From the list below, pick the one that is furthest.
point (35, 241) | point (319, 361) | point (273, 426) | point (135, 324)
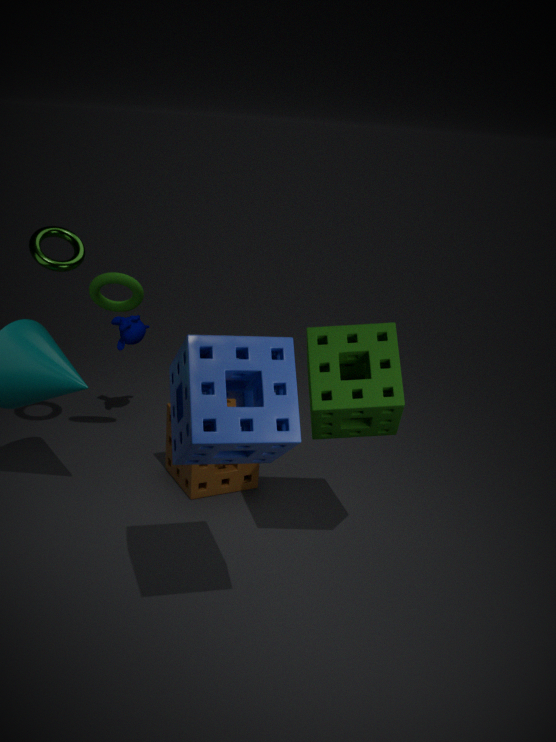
point (135, 324)
